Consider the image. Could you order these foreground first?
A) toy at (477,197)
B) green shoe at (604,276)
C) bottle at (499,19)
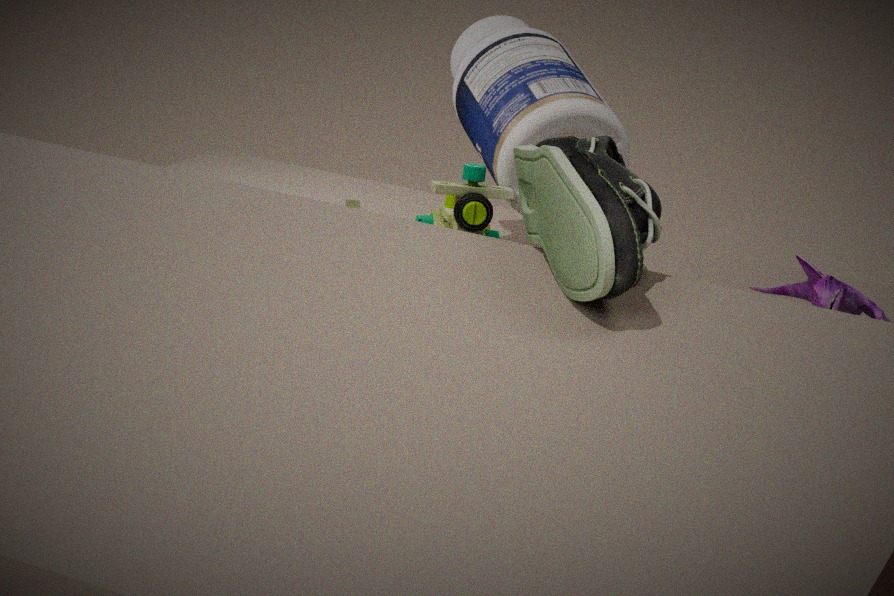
green shoe at (604,276) < toy at (477,197) < bottle at (499,19)
